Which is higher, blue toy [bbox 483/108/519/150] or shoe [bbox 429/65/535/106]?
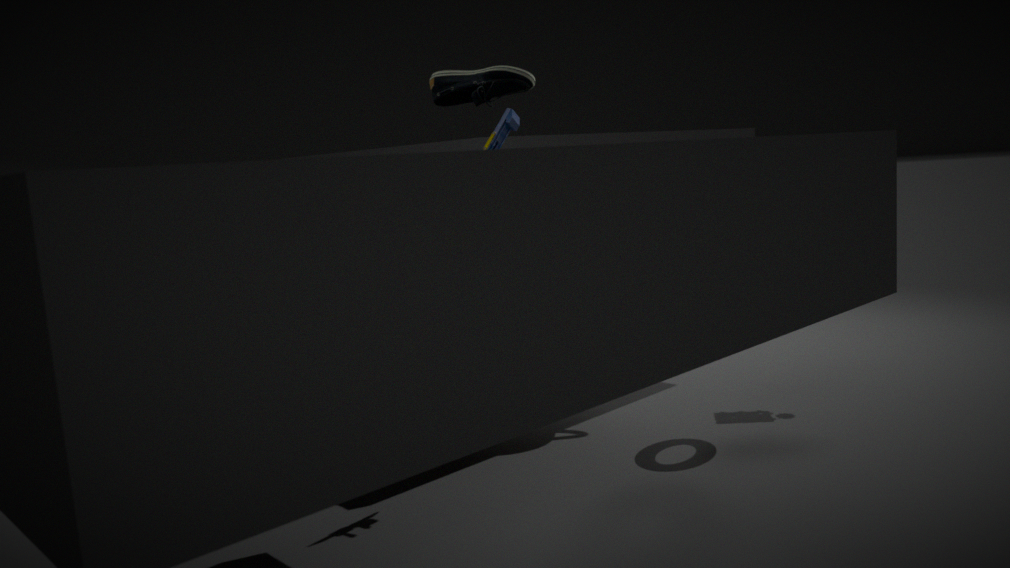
shoe [bbox 429/65/535/106]
